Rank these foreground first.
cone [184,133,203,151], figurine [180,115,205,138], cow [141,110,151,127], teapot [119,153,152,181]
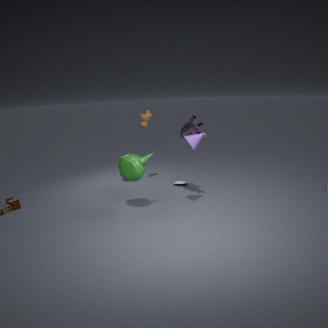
cone [184,133,203,151]
teapot [119,153,152,181]
figurine [180,115,205,138]
cow [141,110,151,127]
